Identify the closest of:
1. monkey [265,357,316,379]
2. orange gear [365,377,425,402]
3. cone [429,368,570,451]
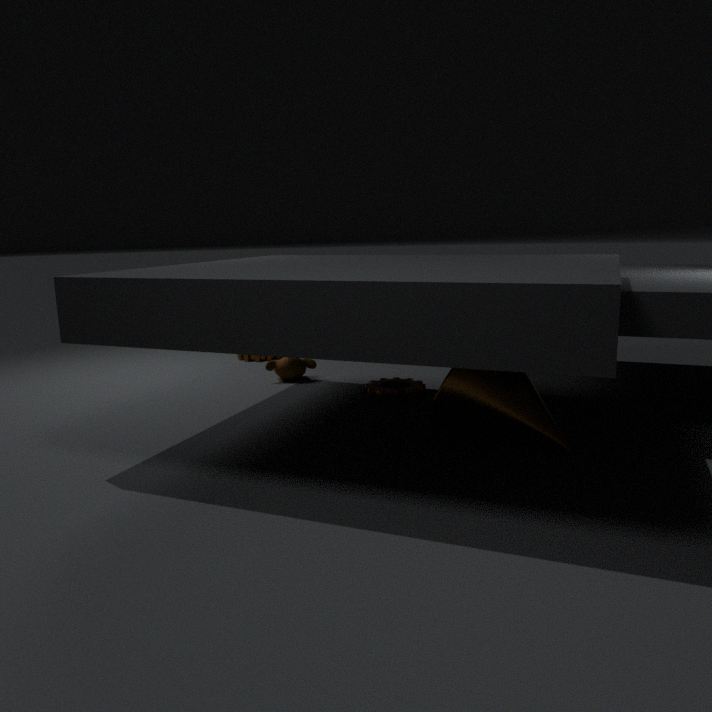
cone [429,368,570,451]
